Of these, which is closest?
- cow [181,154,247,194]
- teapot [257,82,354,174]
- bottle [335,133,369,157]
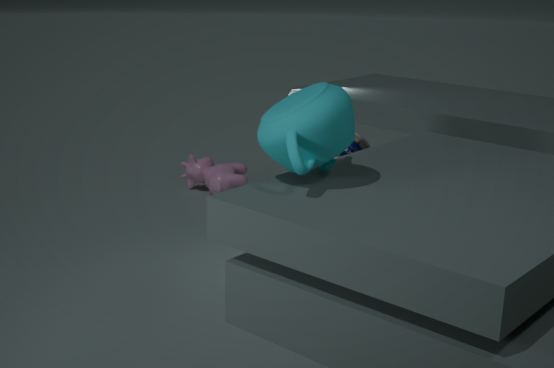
teapot [257,82,354,174]
